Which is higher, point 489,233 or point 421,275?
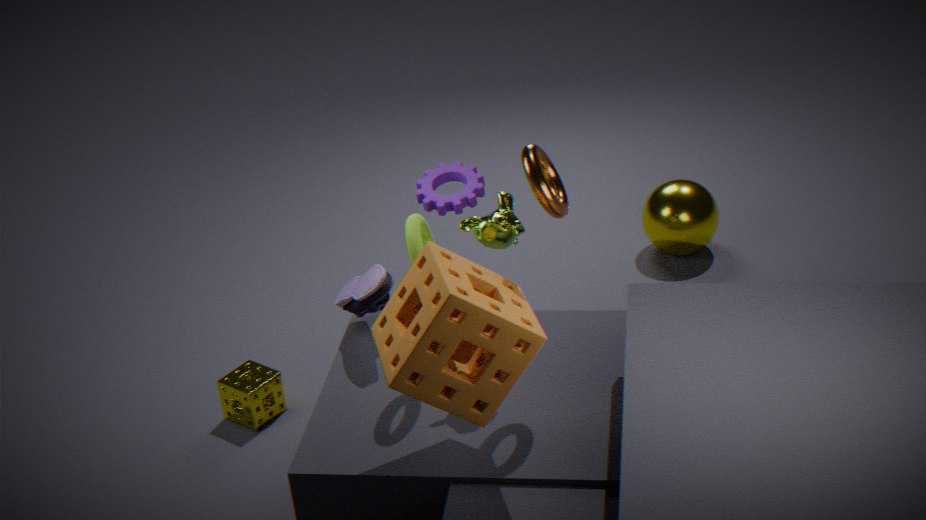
point 489,233
